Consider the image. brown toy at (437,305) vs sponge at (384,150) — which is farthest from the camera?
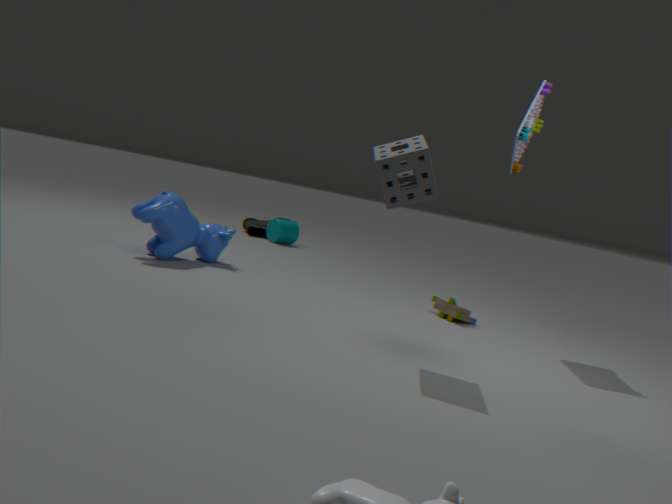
brown toy at (437,305)
